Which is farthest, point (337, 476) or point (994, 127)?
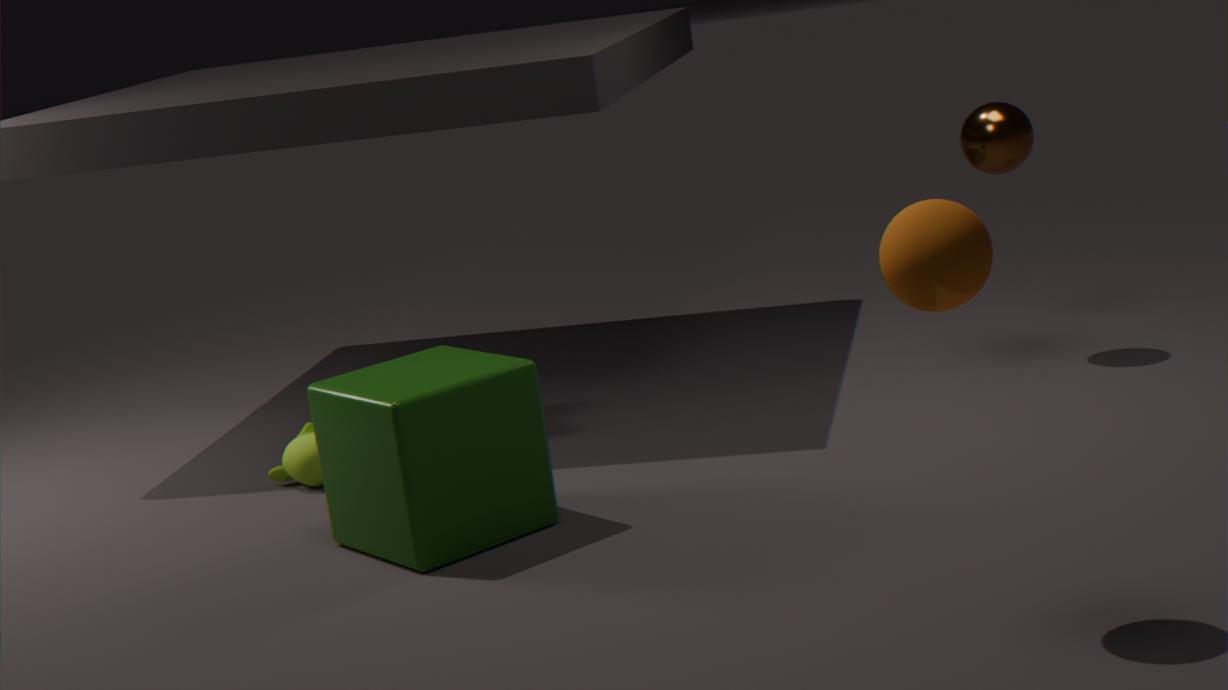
point (994, 127)
